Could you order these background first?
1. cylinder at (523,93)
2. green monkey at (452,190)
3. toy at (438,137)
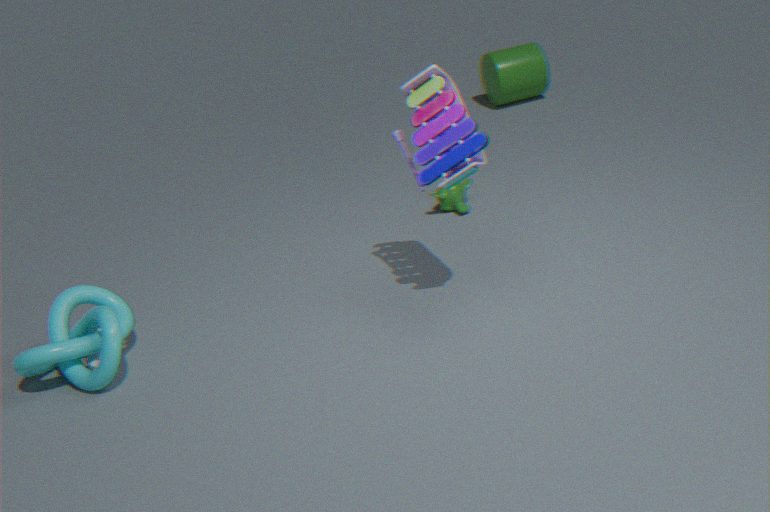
cylinder at (523,93) < green monkey at (452,190) < toy at (438,137)
